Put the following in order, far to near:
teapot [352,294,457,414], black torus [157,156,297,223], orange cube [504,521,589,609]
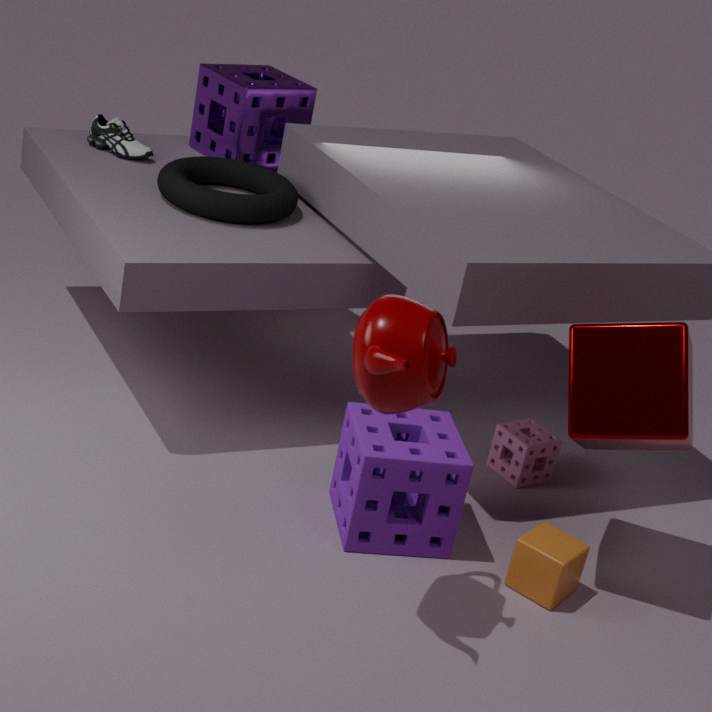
black torus [157,156,297,223] → orange cube [504,521,589,609] → teapot [352,294,457,414]
